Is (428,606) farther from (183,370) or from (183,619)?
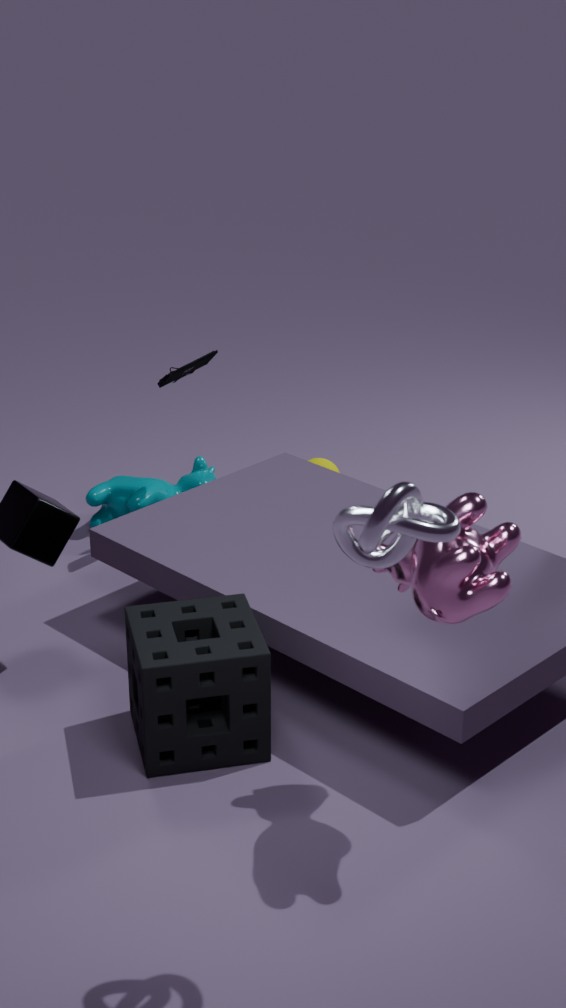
(183,370)
